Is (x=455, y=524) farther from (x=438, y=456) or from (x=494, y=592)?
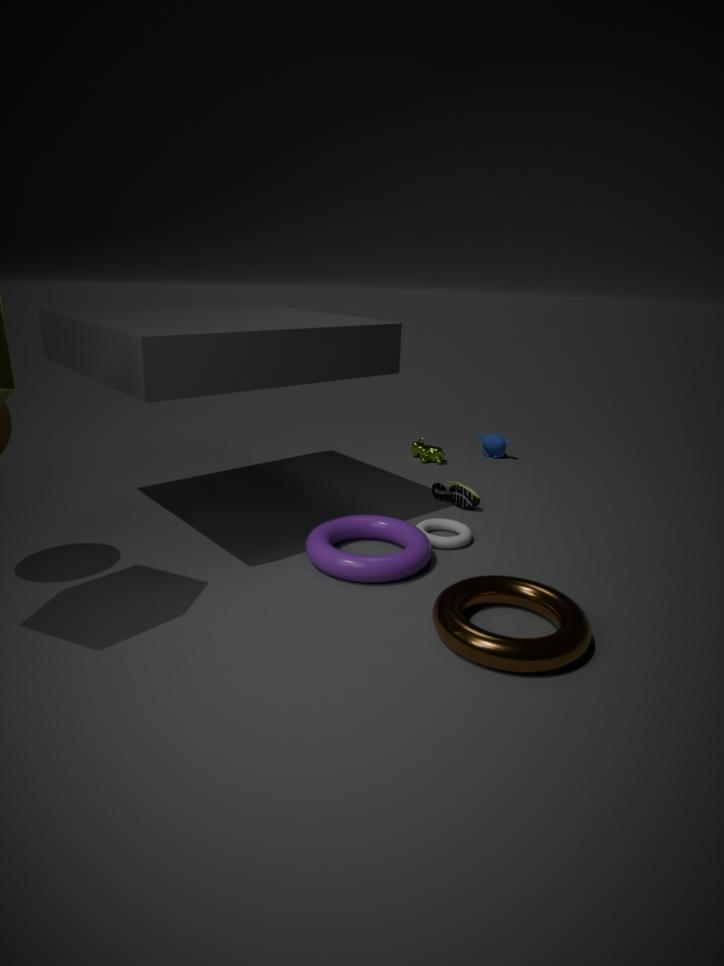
(x=438, y=456)
